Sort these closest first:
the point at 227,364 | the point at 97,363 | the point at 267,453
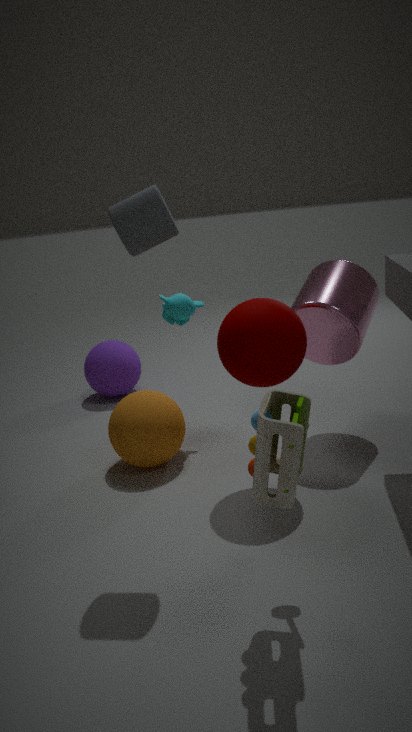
the point at 267,453
the point at 227,364
the point at 97,363
